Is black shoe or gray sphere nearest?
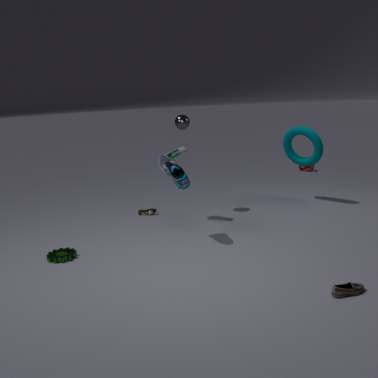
black shoe
